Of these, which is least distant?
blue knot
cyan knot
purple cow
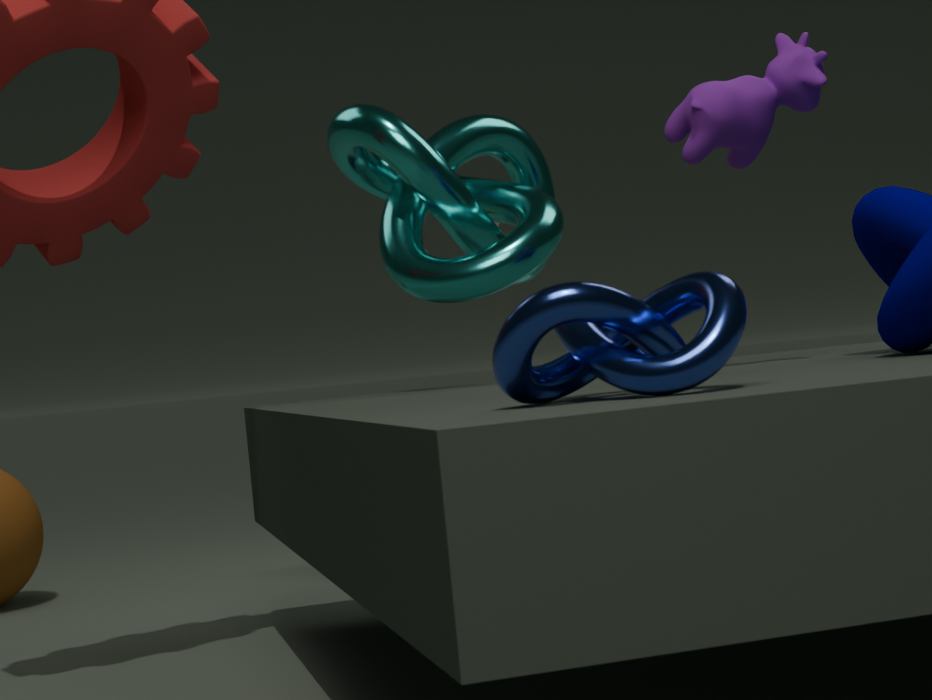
blue knot
